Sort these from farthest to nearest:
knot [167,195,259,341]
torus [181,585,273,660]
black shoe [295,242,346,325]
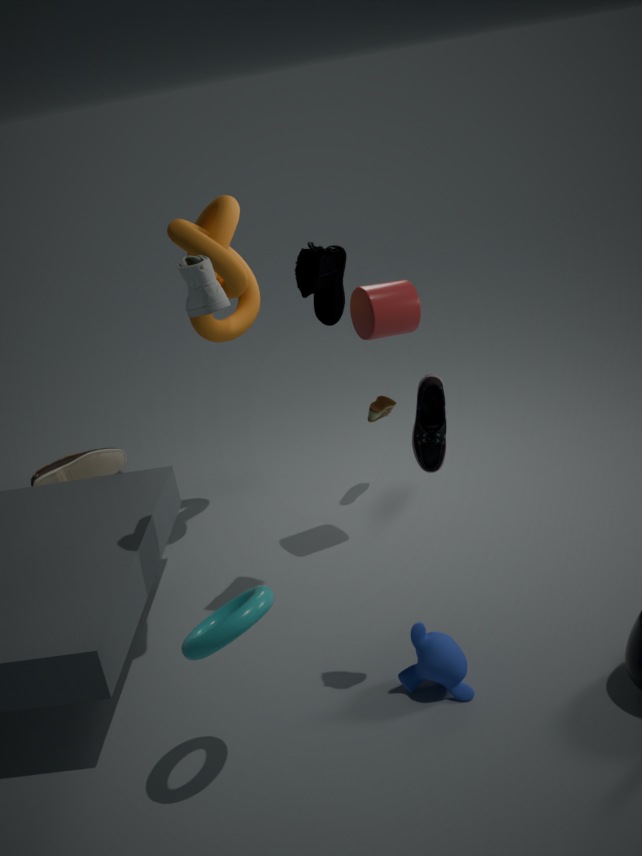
knot [167,195,259,341] → black shoe [295,242,346,325] → torus [181,585,273,660]
